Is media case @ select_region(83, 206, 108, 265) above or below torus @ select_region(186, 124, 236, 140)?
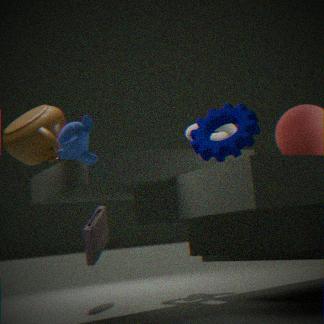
below
